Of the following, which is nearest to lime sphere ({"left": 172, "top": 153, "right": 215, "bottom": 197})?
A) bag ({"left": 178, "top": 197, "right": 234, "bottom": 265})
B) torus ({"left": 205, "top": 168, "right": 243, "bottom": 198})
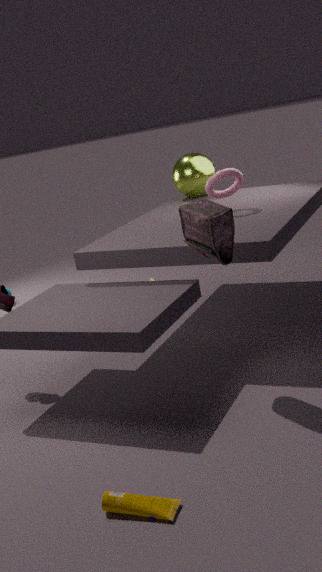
torus ({"left": 205, "top": 168, "right": 243, "bottom": 198})
